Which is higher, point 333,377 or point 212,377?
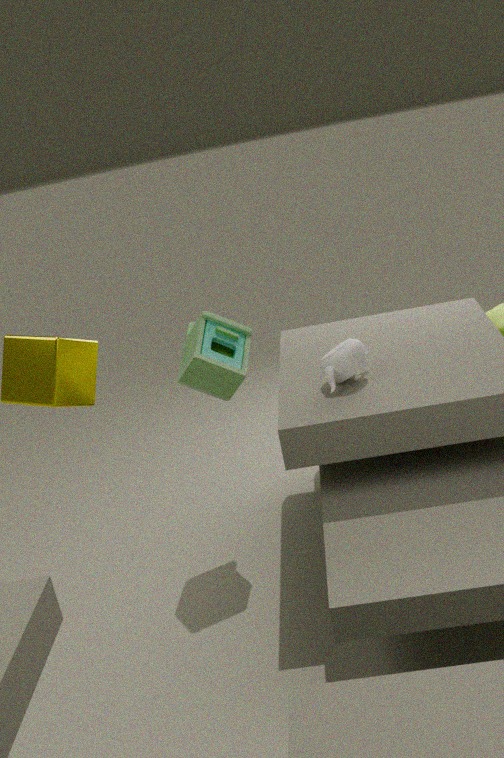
point 212,377
